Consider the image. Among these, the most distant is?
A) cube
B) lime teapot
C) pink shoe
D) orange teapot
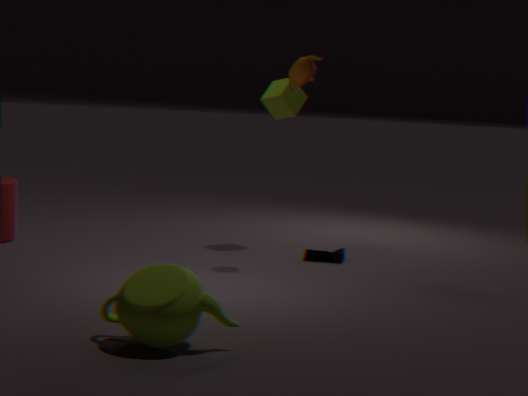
cube
